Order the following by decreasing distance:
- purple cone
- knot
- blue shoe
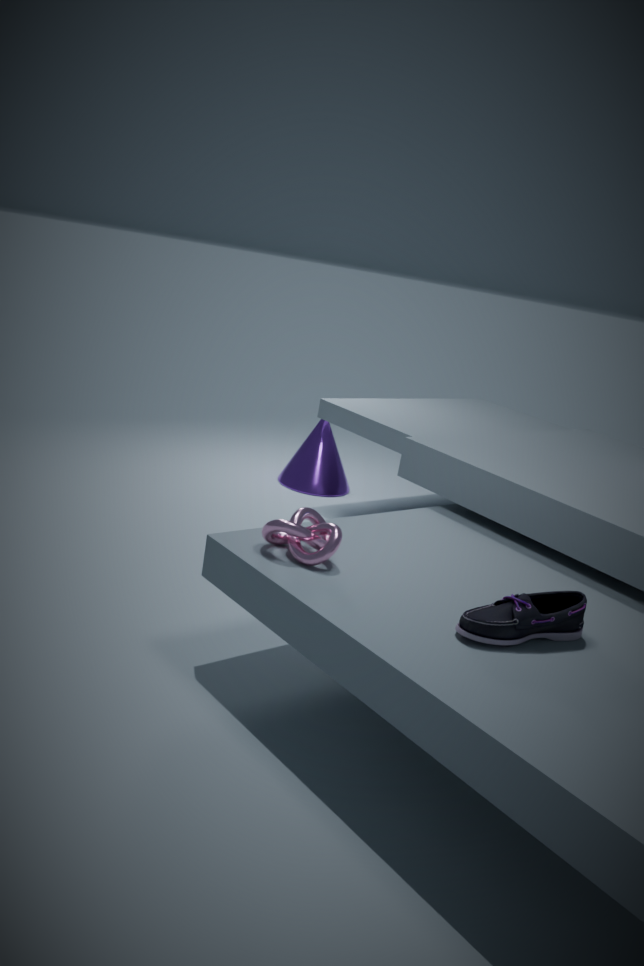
1. purple cone
2. knot
3. blue shoe
